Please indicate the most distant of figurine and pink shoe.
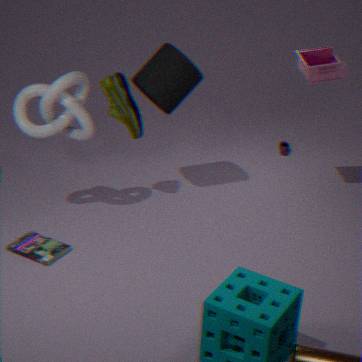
pink shoe
